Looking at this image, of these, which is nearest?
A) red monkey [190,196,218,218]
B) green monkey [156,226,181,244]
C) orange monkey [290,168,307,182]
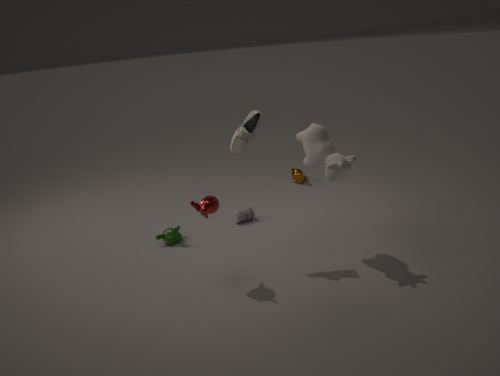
red monkey [190,196,218,218]
